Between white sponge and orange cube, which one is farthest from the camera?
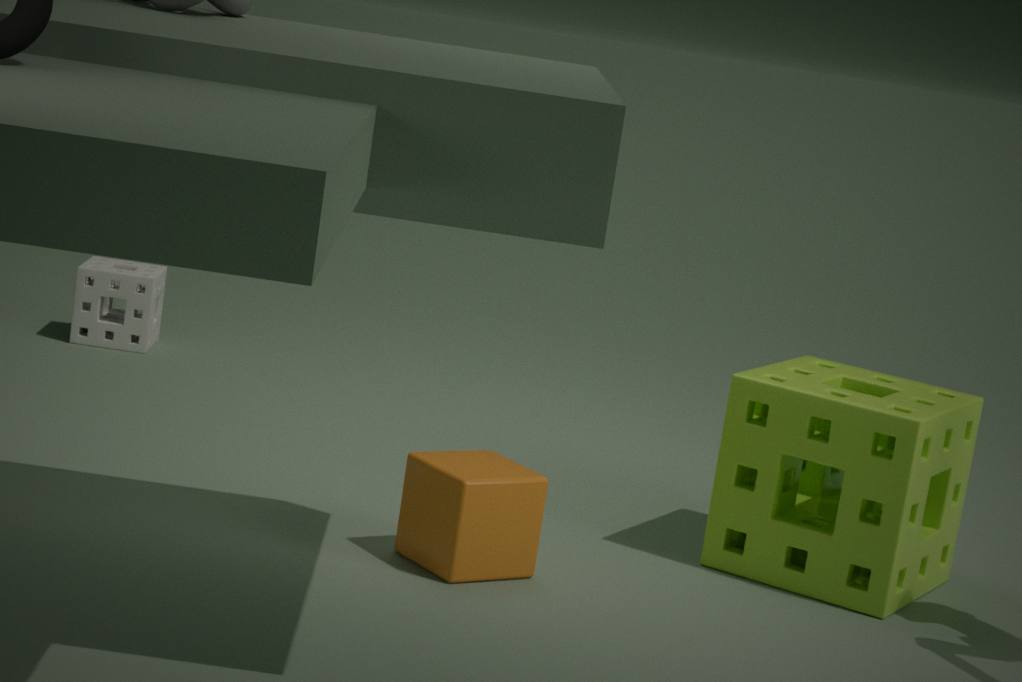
Answer: white sponge
